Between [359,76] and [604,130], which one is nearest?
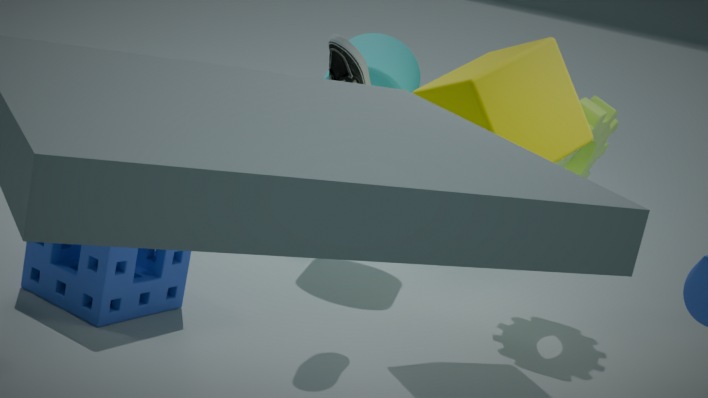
[359,76]
